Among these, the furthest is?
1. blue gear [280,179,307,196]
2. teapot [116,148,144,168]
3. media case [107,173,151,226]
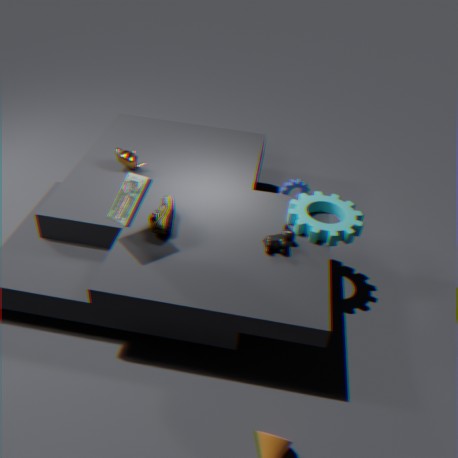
blue gear [280,179,307,196]
